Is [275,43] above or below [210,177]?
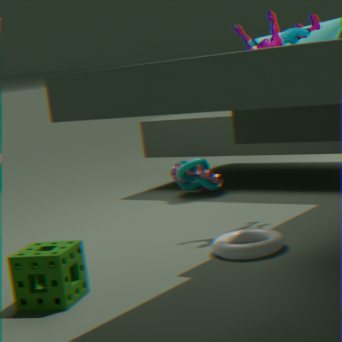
above
